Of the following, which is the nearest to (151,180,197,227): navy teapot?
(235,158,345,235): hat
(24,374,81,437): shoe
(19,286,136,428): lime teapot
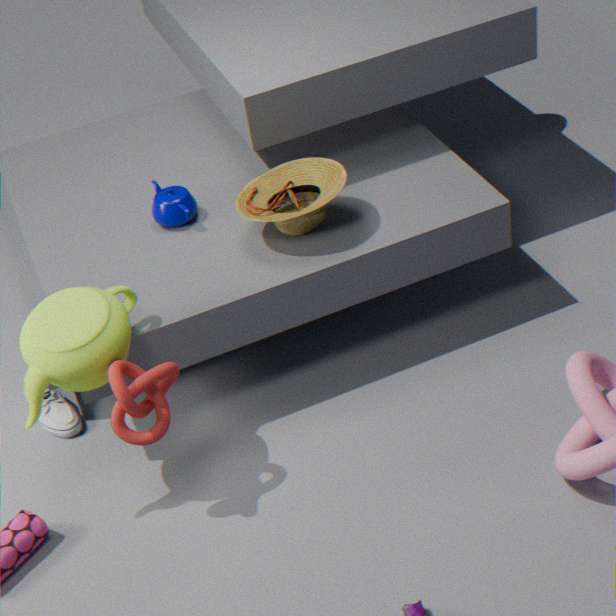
(235,158,345,235): hat
